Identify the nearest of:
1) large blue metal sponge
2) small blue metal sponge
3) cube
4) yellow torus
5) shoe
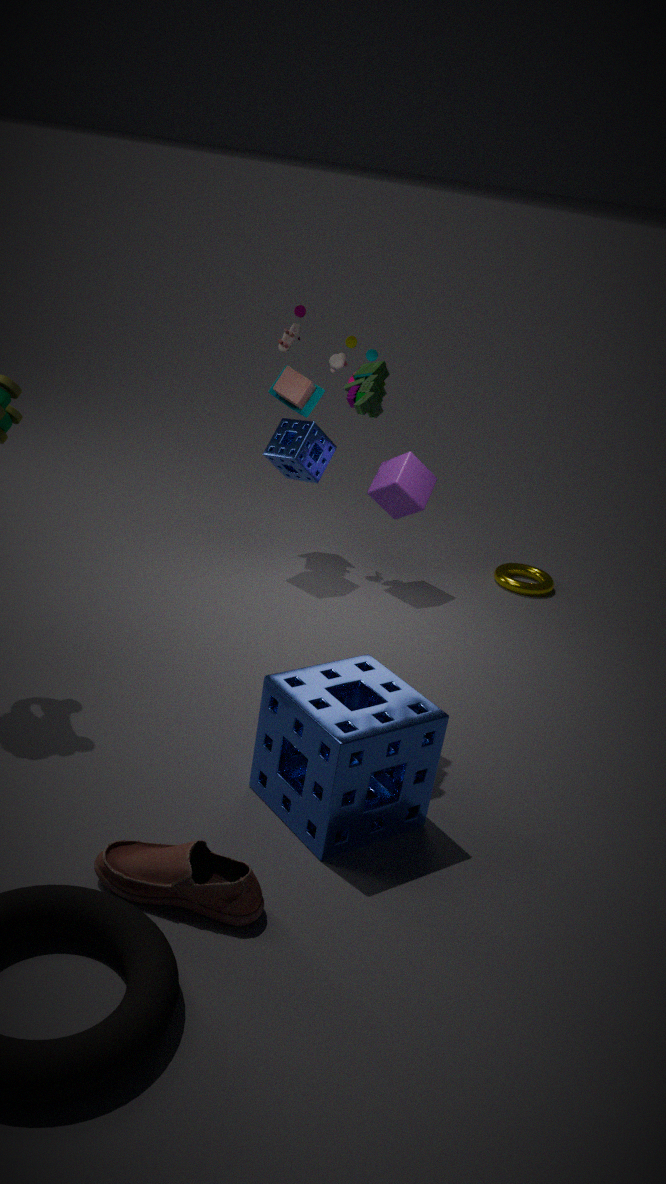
5. shoe
